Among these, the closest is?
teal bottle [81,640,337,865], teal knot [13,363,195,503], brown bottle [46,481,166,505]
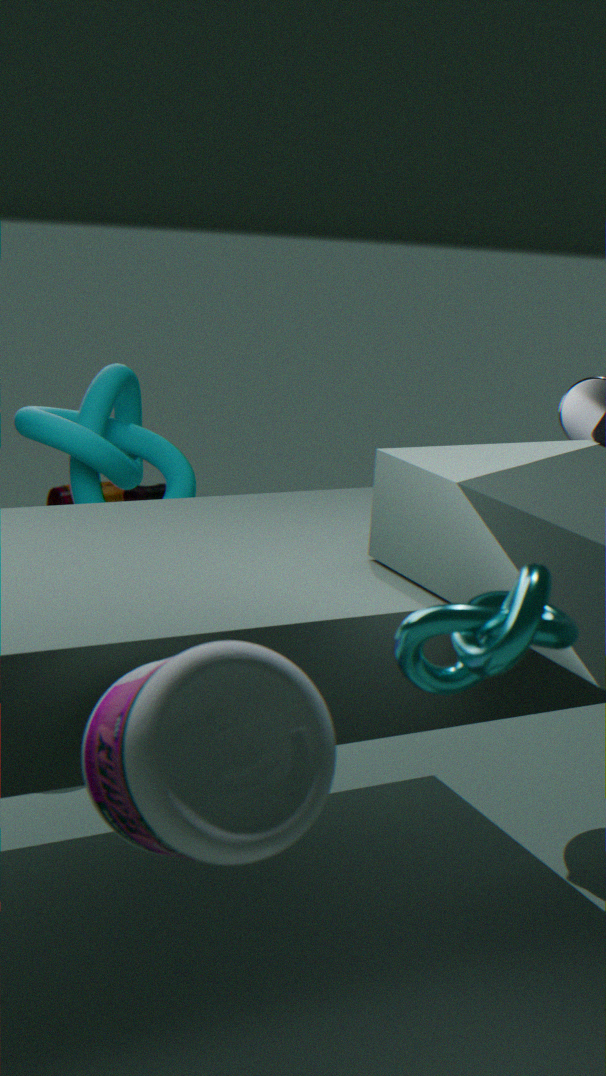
teal bottle [81,640,337,865]
